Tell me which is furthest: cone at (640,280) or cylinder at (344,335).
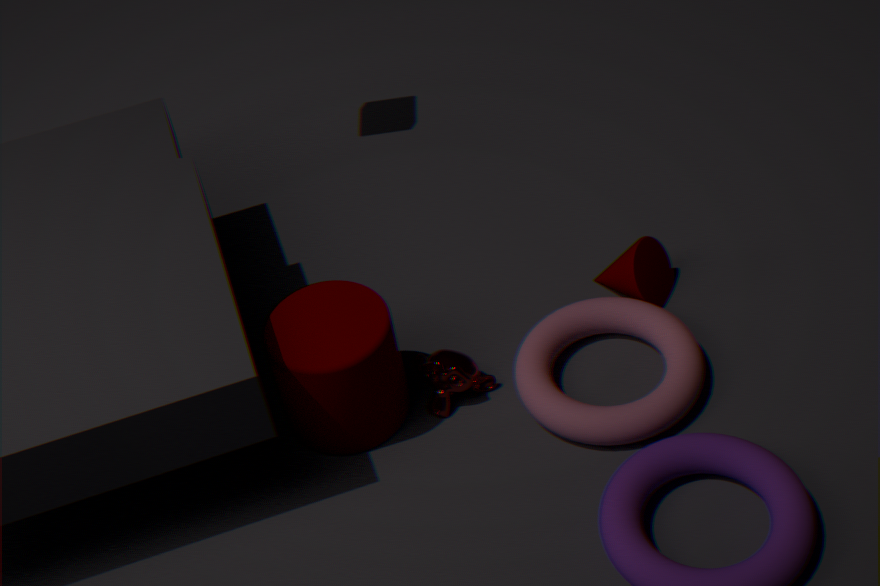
cone at (640,280)
